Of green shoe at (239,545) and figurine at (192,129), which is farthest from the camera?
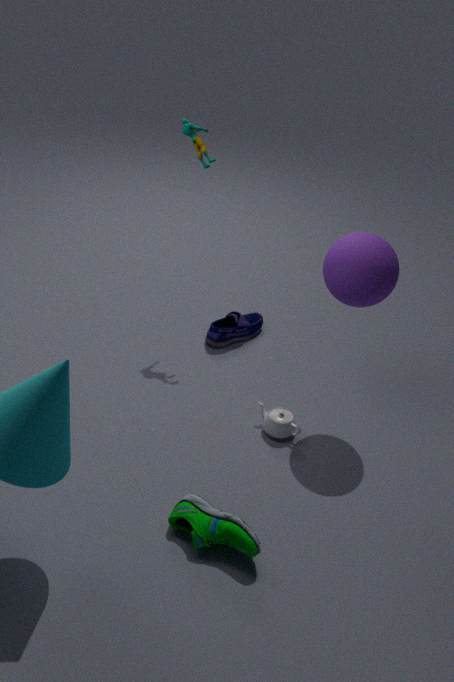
figurine at (192,129)
